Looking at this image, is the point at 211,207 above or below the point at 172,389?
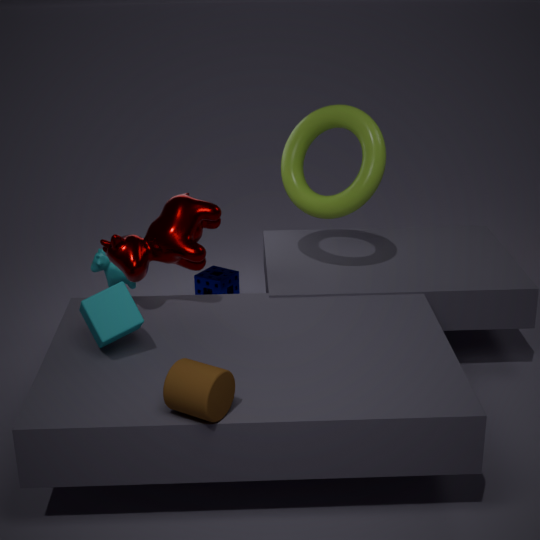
above
